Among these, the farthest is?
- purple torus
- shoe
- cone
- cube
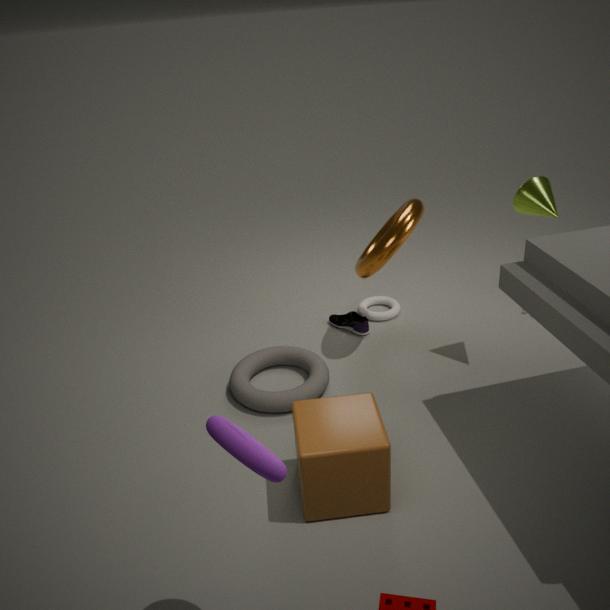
shoe
